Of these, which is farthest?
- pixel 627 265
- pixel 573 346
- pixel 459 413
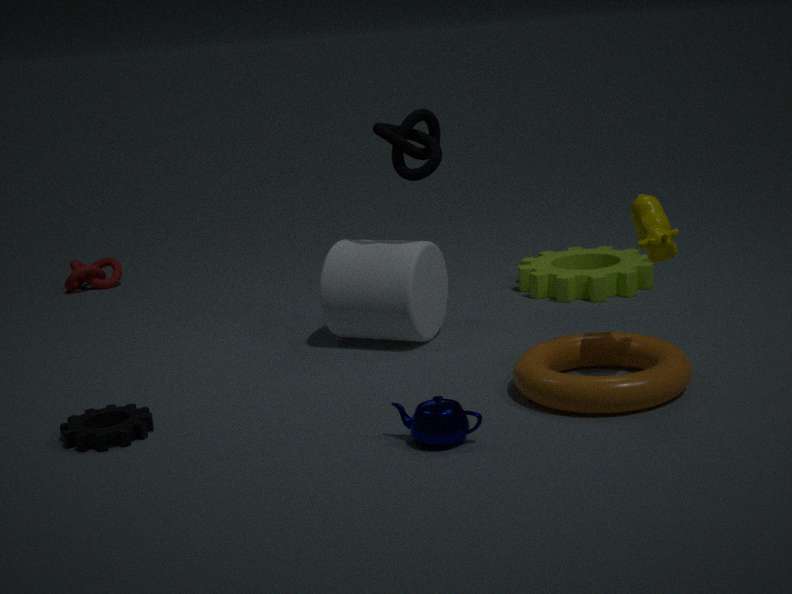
pixel 627 265
